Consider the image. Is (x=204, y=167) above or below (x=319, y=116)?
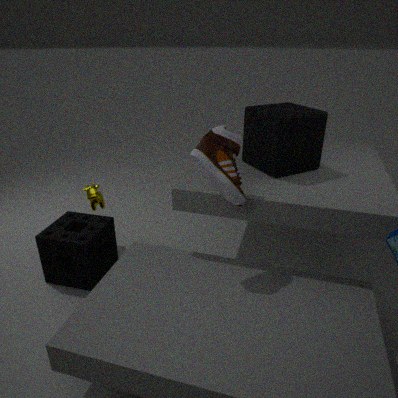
above
